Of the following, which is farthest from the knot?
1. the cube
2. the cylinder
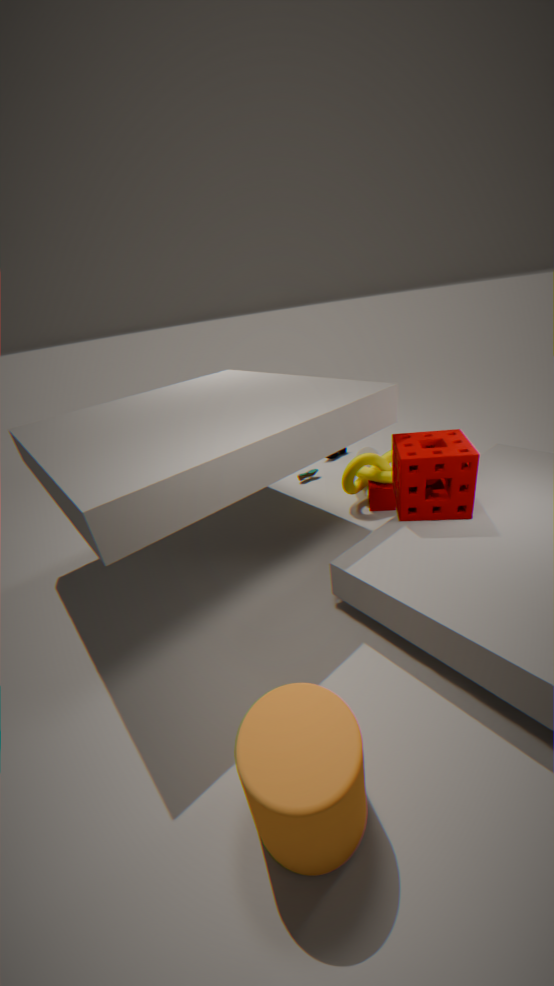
the cylinder
